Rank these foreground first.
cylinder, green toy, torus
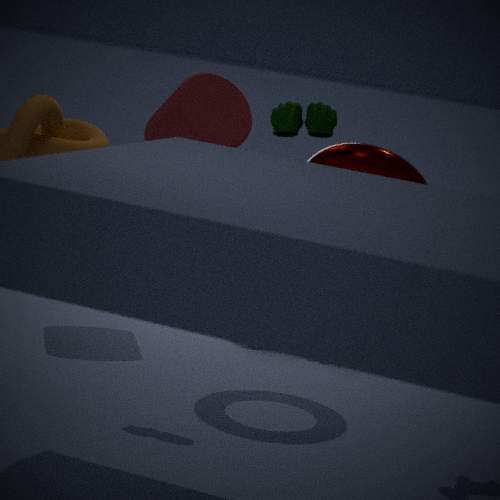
green toy < torus < cylinder
